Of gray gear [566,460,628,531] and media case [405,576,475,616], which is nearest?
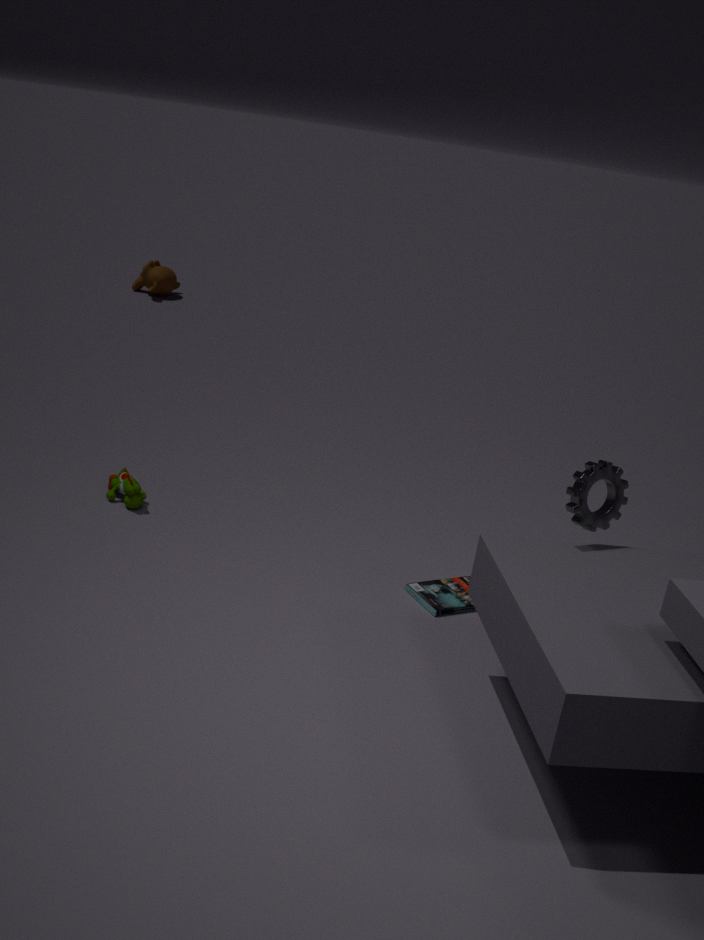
gray gear [566,460,628,531]
